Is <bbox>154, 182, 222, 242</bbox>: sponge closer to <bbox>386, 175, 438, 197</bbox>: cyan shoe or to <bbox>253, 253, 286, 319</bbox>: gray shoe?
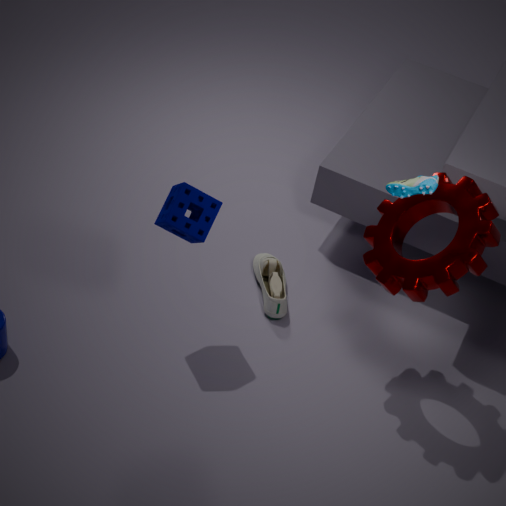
<bbox>253, 253, 286, 319</bbox>: gray shoe
